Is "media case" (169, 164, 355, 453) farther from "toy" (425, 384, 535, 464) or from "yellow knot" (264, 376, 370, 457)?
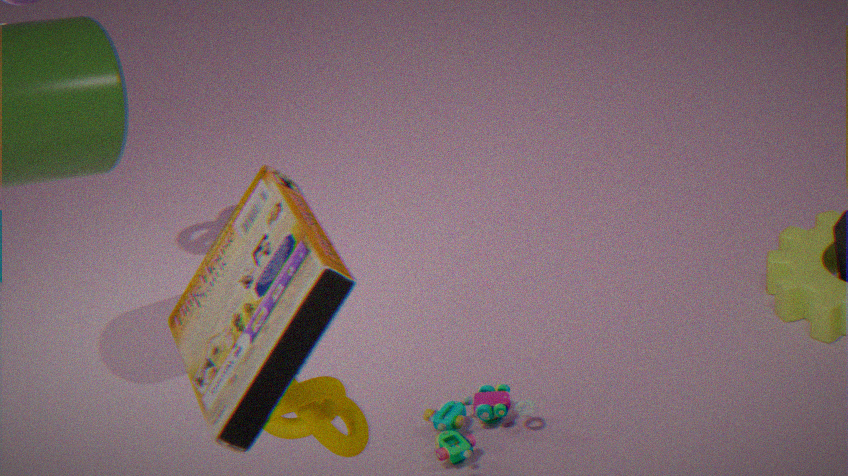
"toy" (425, 384, 535, 464)
